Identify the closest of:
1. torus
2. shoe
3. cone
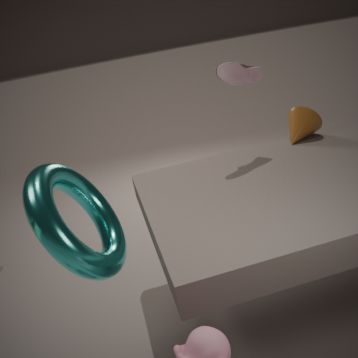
torus
